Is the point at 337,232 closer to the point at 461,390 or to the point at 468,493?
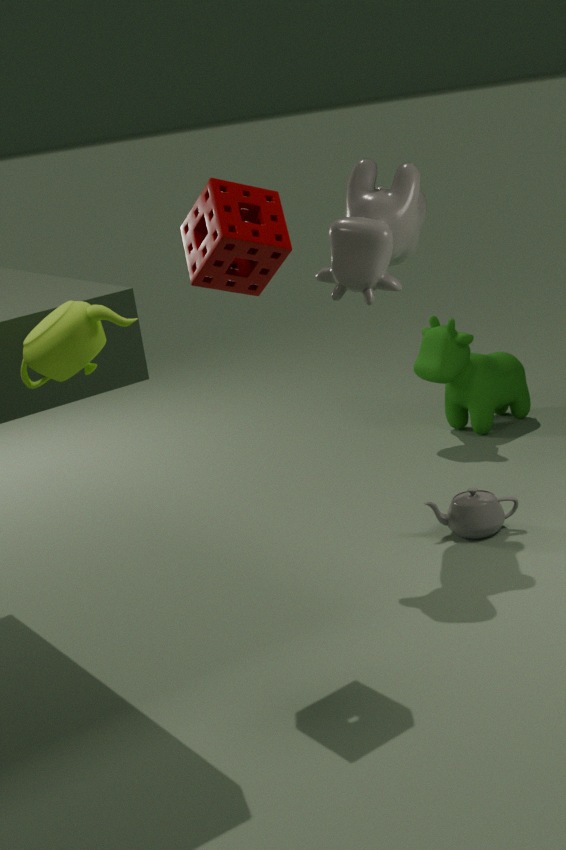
the point at 468,493
